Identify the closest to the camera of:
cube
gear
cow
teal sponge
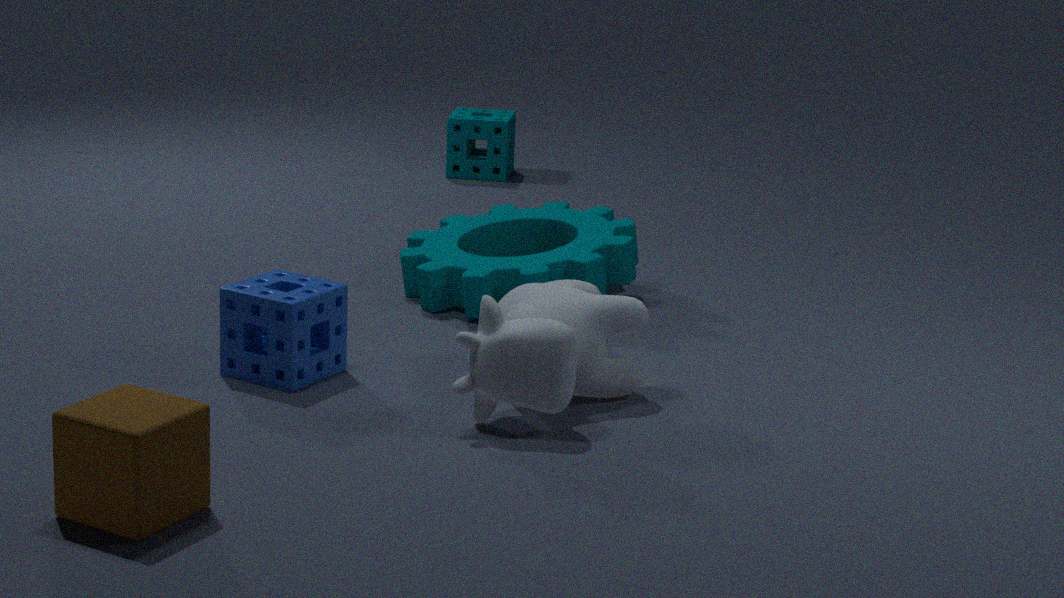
cube
